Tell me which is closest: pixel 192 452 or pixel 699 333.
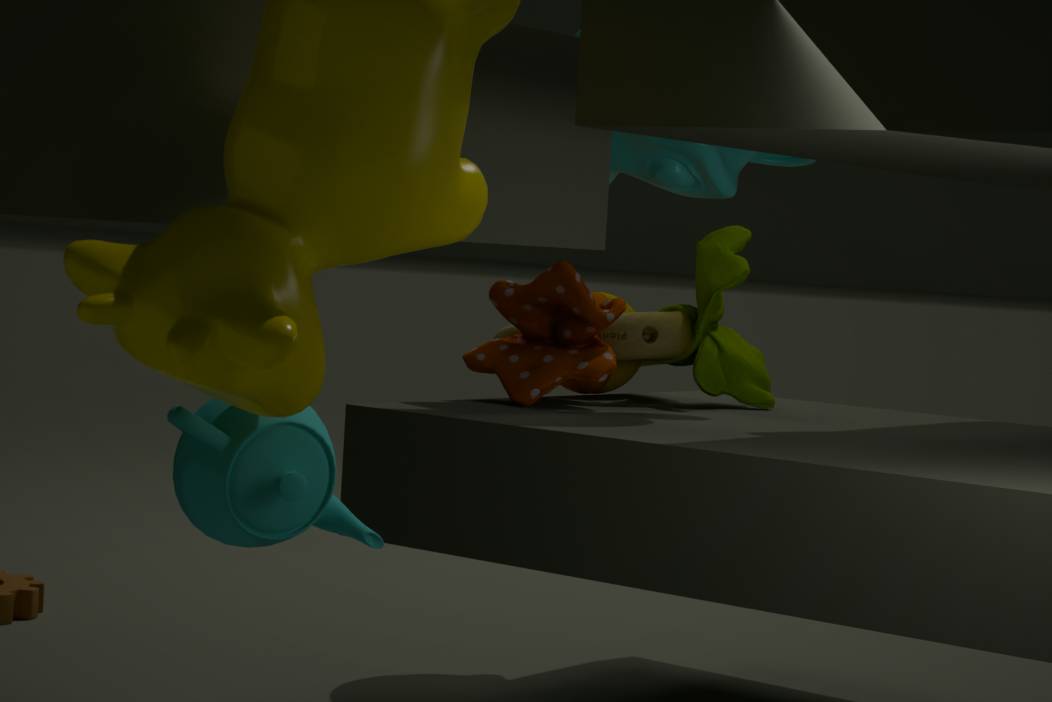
pixel 192 452
